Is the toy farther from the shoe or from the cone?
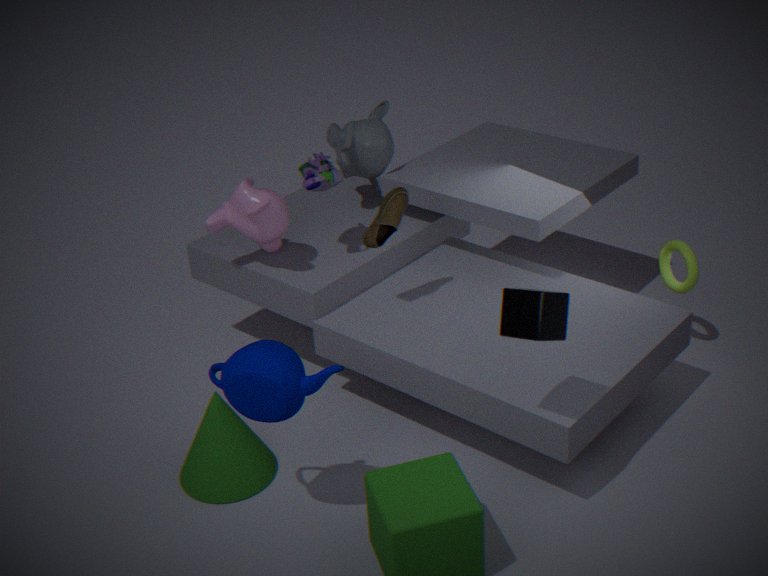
the cone
